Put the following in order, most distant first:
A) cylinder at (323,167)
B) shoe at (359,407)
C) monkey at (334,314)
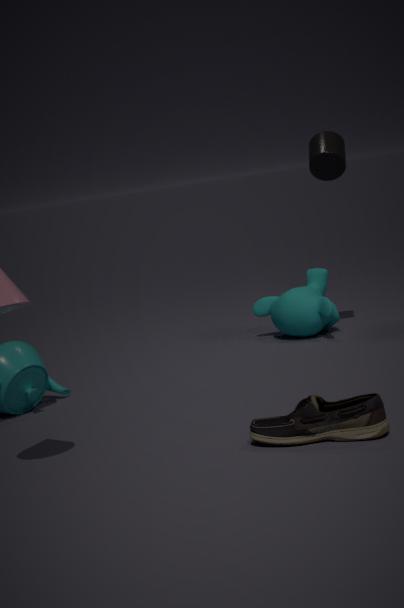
monkey at (334,314)
cylinder at (323,167)
shoe at (359,407)
